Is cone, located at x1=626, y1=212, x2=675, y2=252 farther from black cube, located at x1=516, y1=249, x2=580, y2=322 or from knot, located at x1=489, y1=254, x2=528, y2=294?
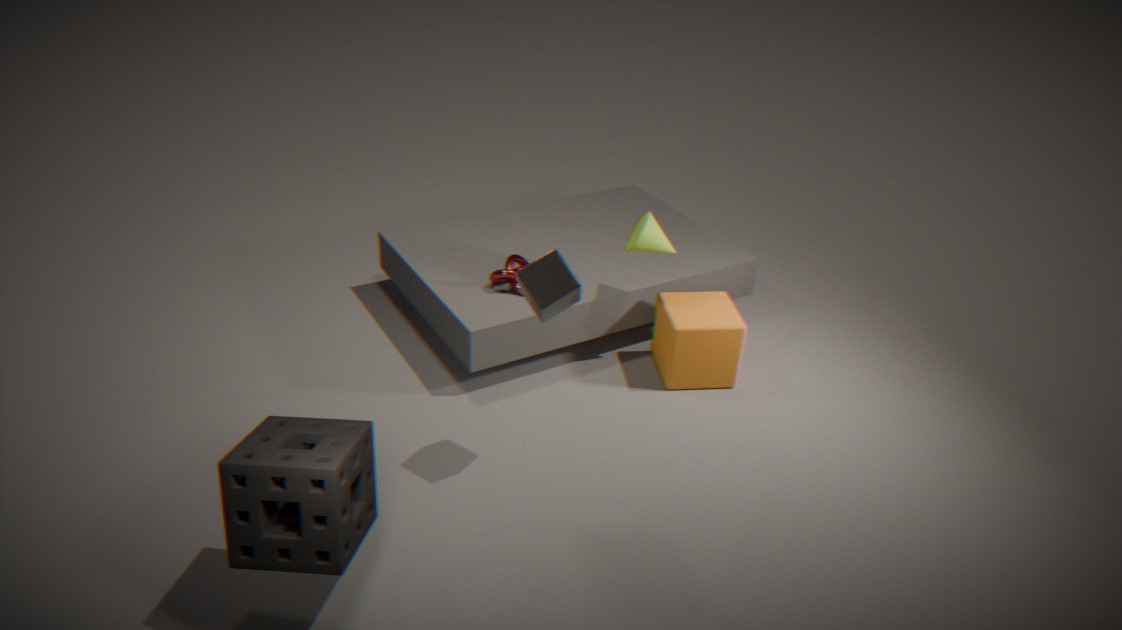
black cube, located at x1=516, y1=249, x2=580, y2=322
